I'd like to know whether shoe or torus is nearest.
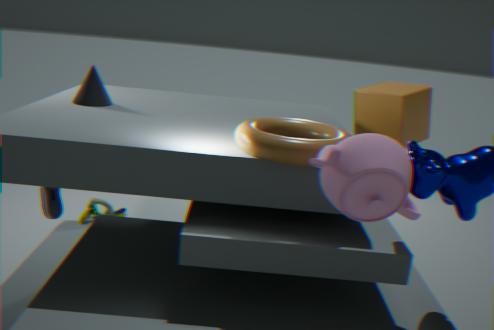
torus
